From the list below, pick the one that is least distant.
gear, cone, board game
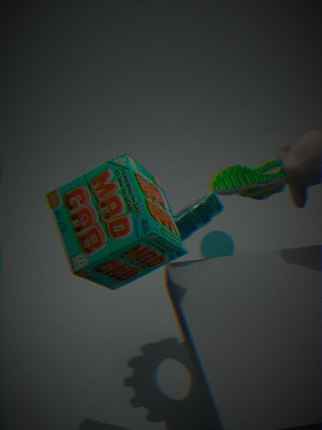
board game
